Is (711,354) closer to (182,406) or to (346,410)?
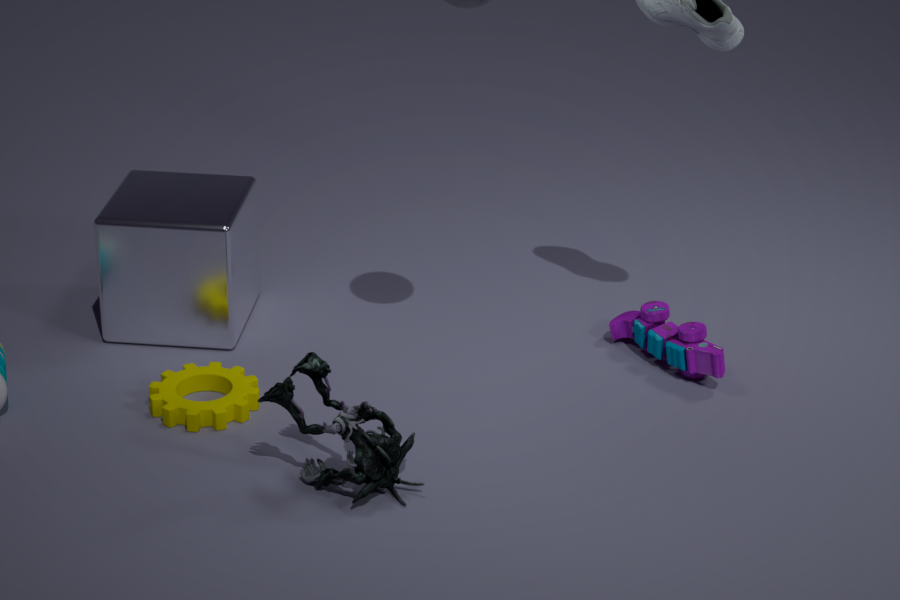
(346,410)
